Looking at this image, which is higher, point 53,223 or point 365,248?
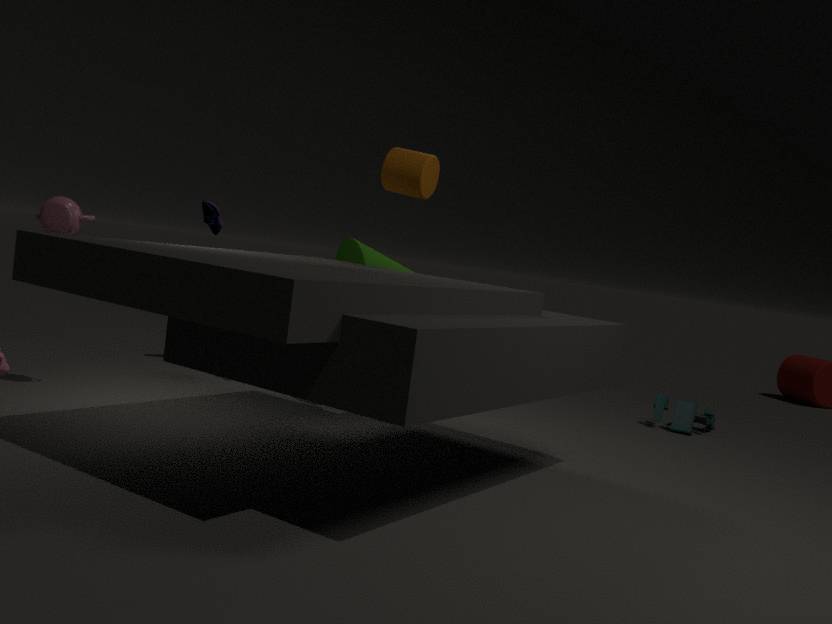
point 53,223
